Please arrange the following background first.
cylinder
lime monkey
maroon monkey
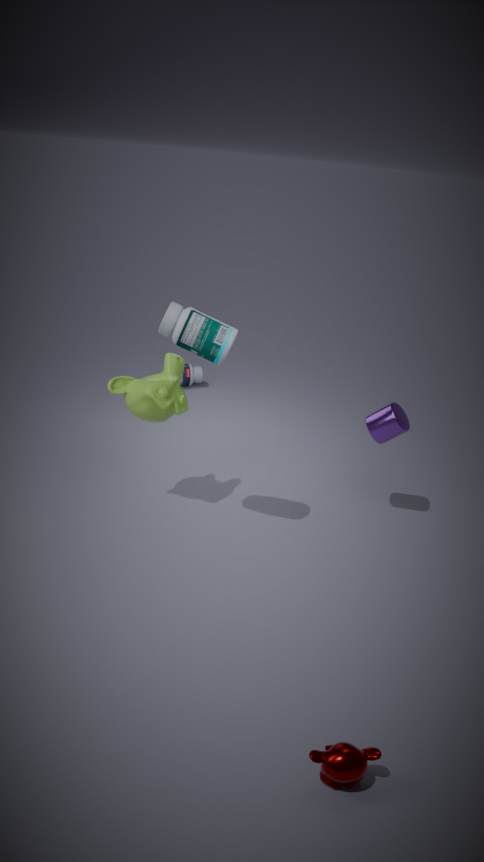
cylinder → lime monkey → maroon monkey
